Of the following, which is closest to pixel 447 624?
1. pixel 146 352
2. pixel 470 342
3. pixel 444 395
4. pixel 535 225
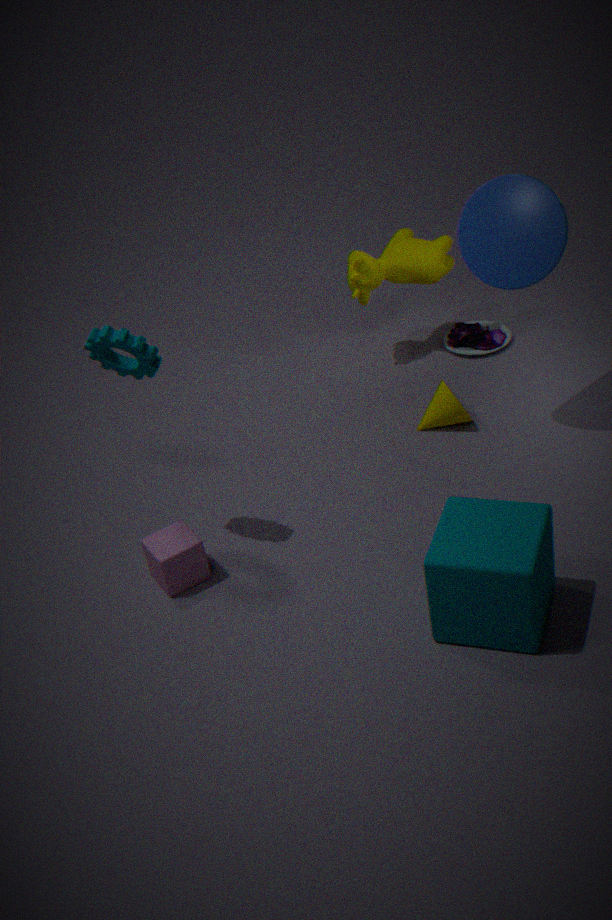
pixel 444 395
